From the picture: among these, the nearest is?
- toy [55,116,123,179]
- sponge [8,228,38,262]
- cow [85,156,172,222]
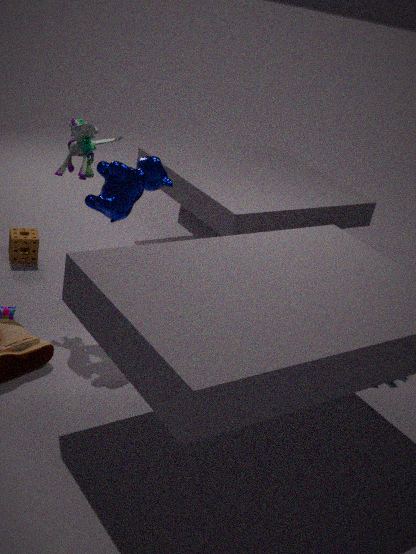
cow [85,156,172,222]
